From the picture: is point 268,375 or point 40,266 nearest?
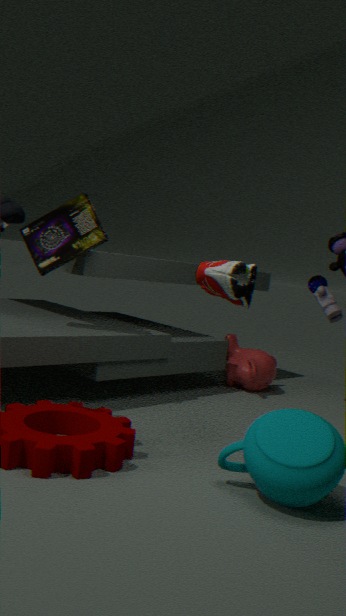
point 40,266
